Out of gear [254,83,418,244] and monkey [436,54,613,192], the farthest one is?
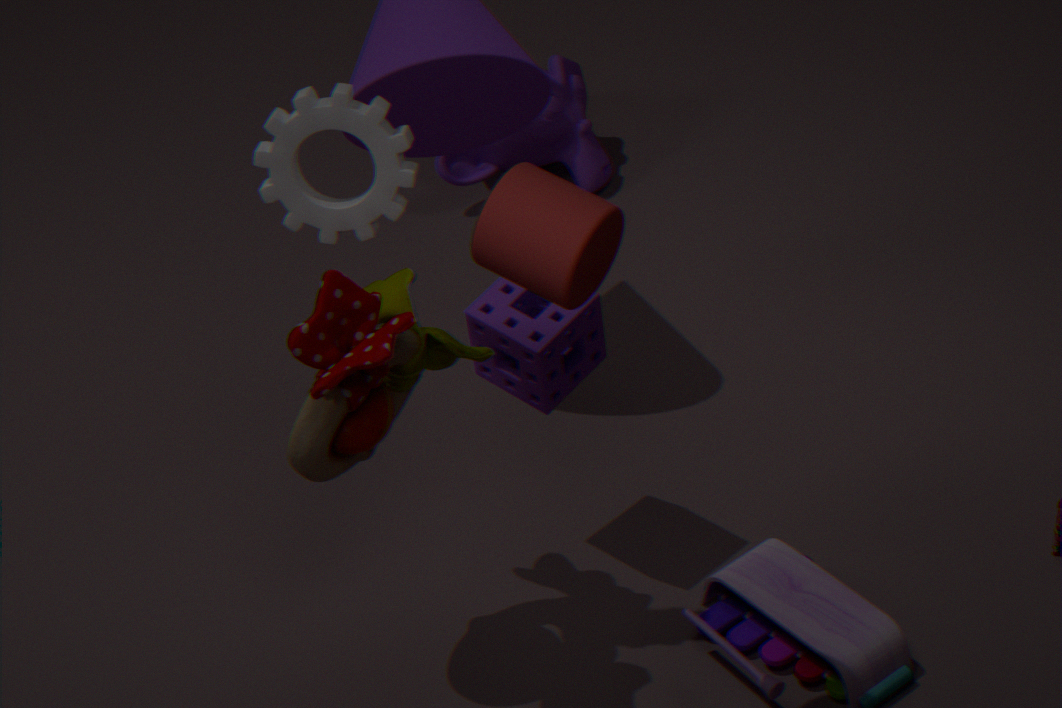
monkey [436,54,613,192]
